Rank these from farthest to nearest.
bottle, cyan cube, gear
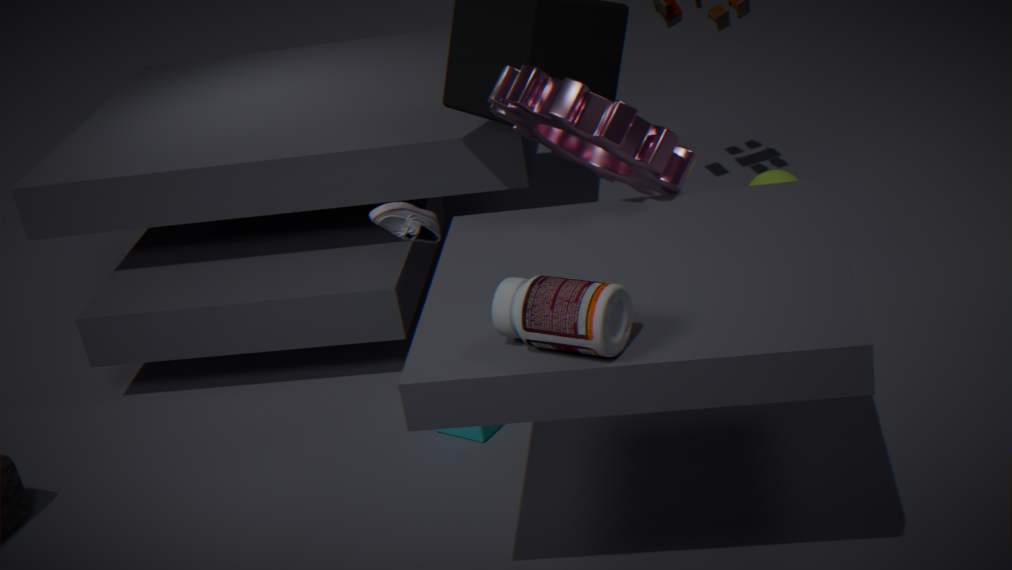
cyan cube
gear
bottle
